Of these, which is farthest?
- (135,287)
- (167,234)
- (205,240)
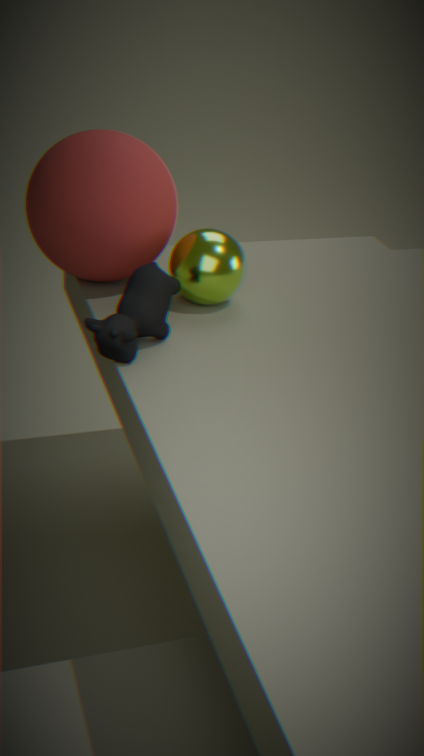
(167,234)
